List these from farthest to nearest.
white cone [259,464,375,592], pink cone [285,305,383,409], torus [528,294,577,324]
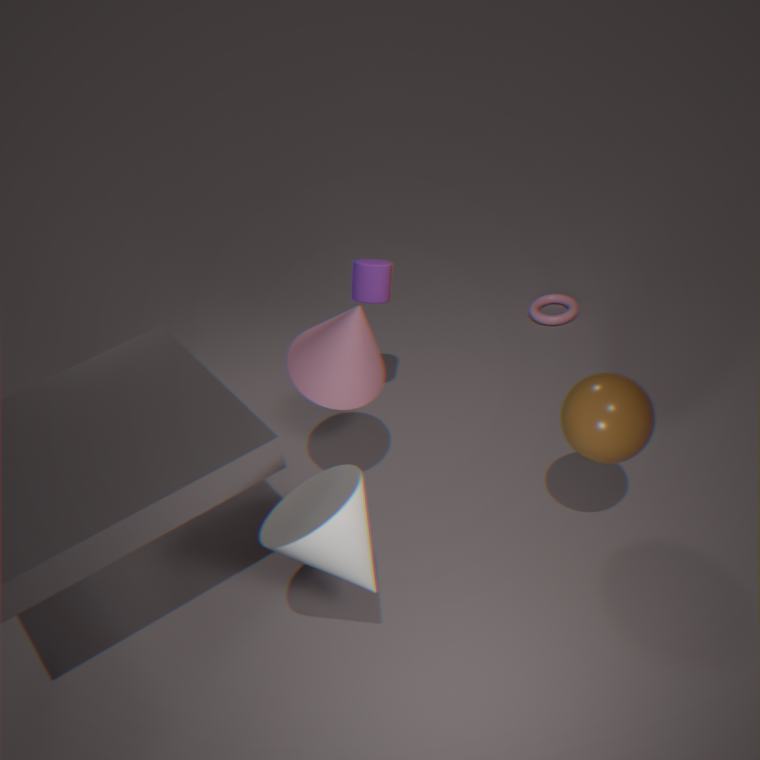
1. torus [528,294,577,324]
2. pink cone [285,305,383,409]
3. white cone [259,464,375,592]
